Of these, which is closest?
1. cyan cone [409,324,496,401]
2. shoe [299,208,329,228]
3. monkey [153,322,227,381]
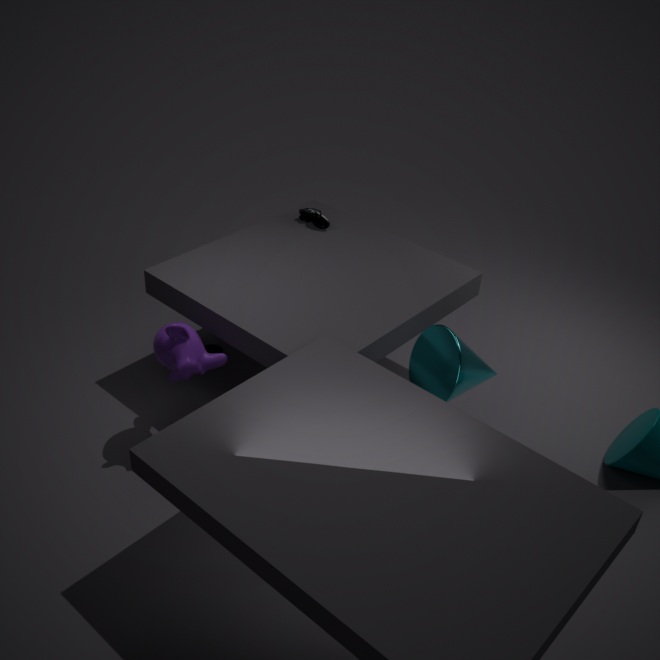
cyan cone [409,324,496,401]
